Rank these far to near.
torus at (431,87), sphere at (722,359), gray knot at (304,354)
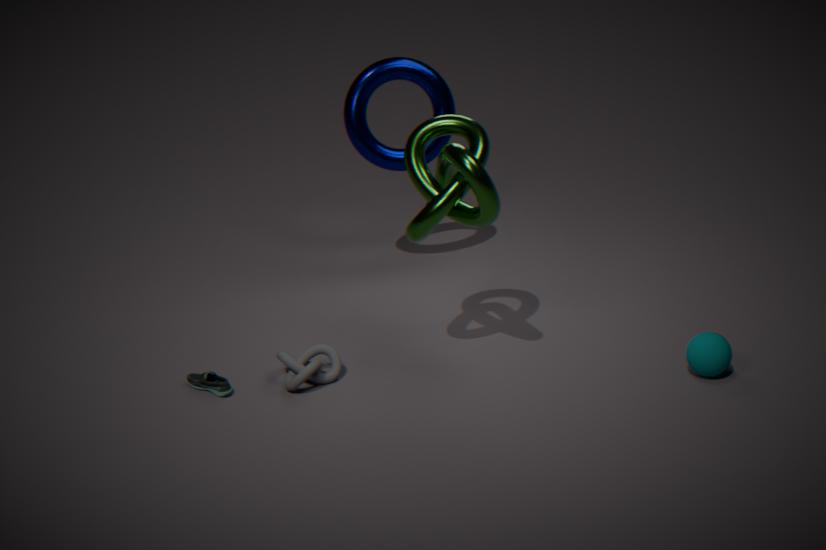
torus at (431,87), gray knot at (304,354), sphere at (722,359)
